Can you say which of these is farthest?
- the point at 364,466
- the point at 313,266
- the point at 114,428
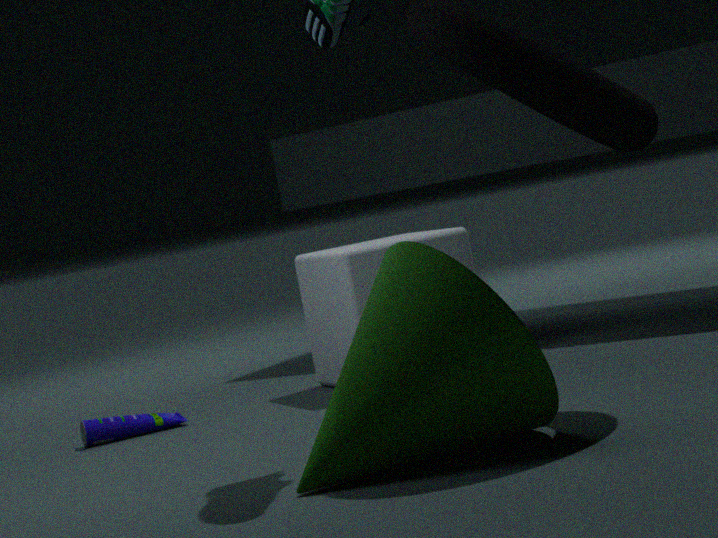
the point at 313,266
